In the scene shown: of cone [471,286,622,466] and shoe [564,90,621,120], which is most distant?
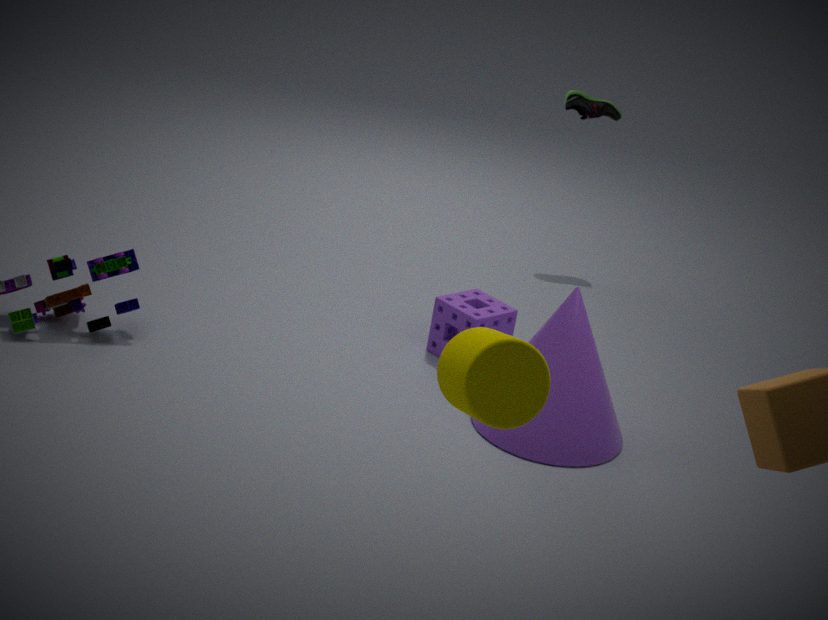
shoe [564,90,621,120]
